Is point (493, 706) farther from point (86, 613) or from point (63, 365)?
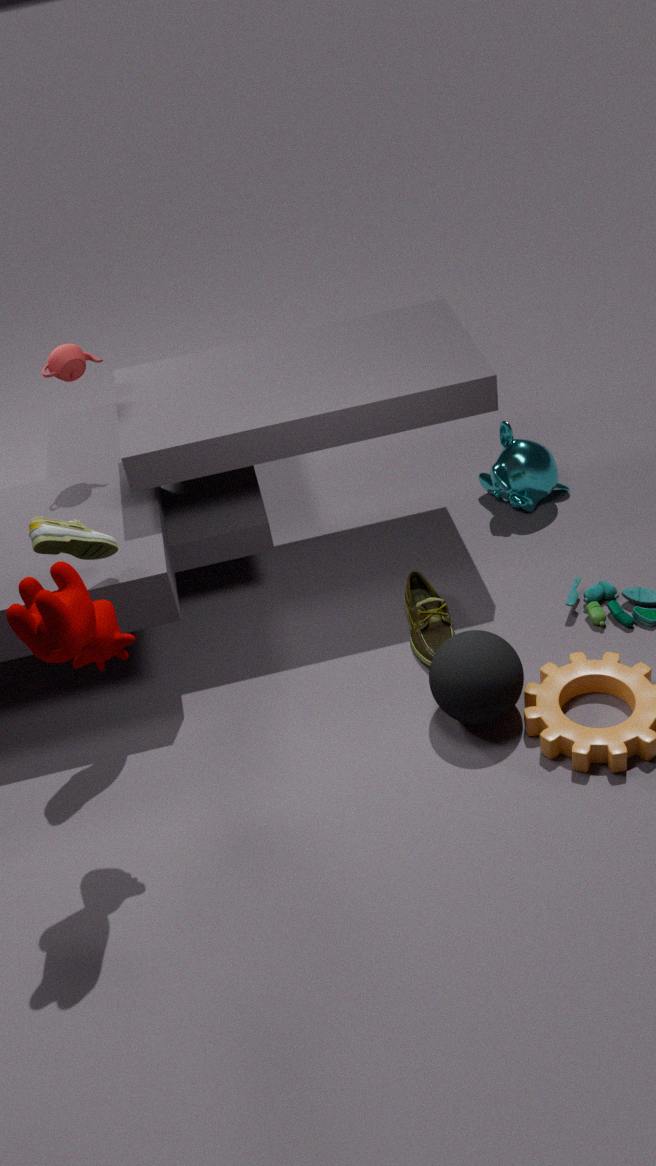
point (63, 365)
